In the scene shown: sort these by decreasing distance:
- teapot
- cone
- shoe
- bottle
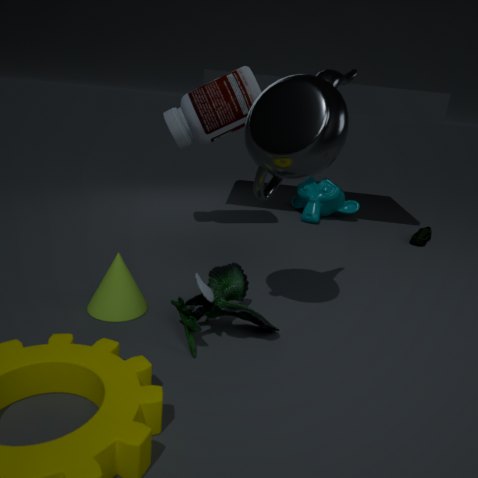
shoe < bottle < cone < teapot
